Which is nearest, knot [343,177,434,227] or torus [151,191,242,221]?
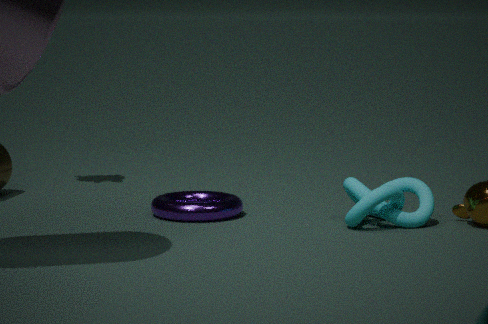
knot [343,177,434,227]
